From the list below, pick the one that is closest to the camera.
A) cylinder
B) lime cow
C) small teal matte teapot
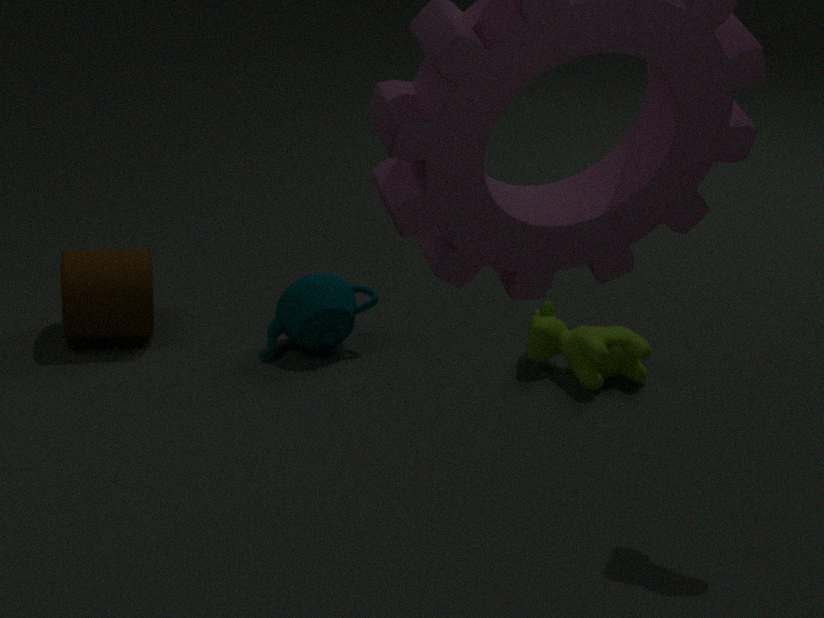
lime cow
